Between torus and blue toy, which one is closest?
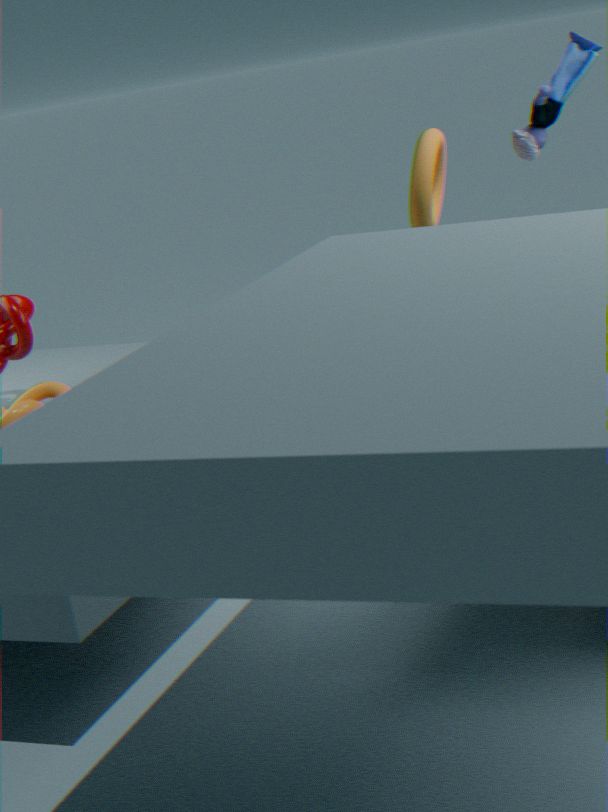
blue toy
